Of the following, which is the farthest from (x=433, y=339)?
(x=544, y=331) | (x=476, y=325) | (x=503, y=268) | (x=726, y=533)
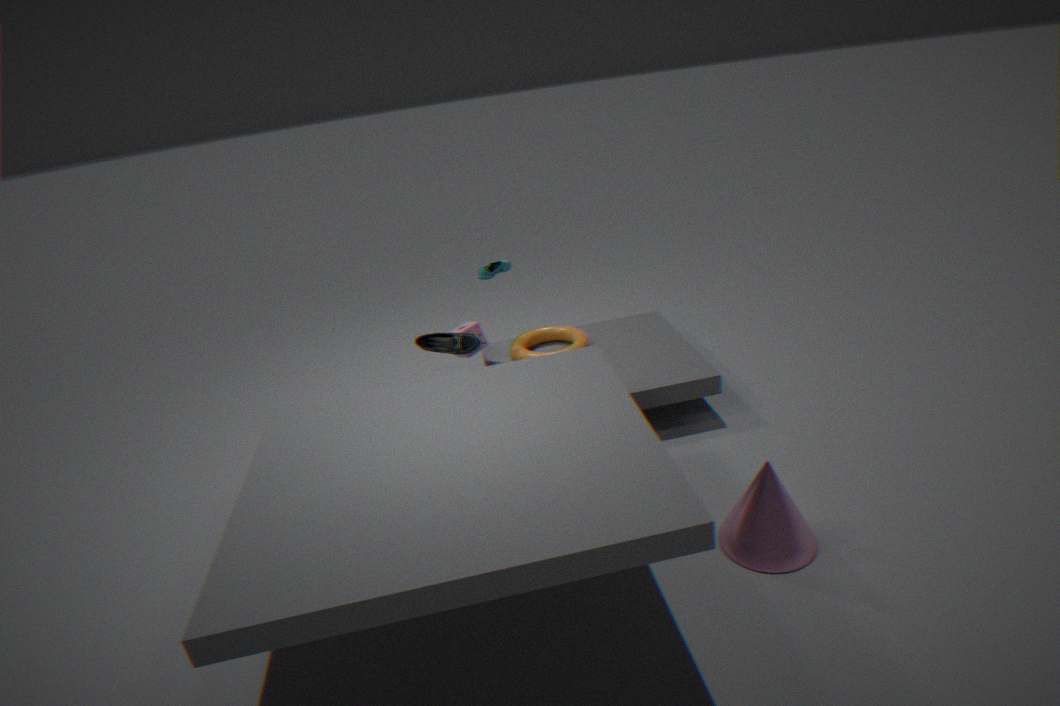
(x=726, y=533)
